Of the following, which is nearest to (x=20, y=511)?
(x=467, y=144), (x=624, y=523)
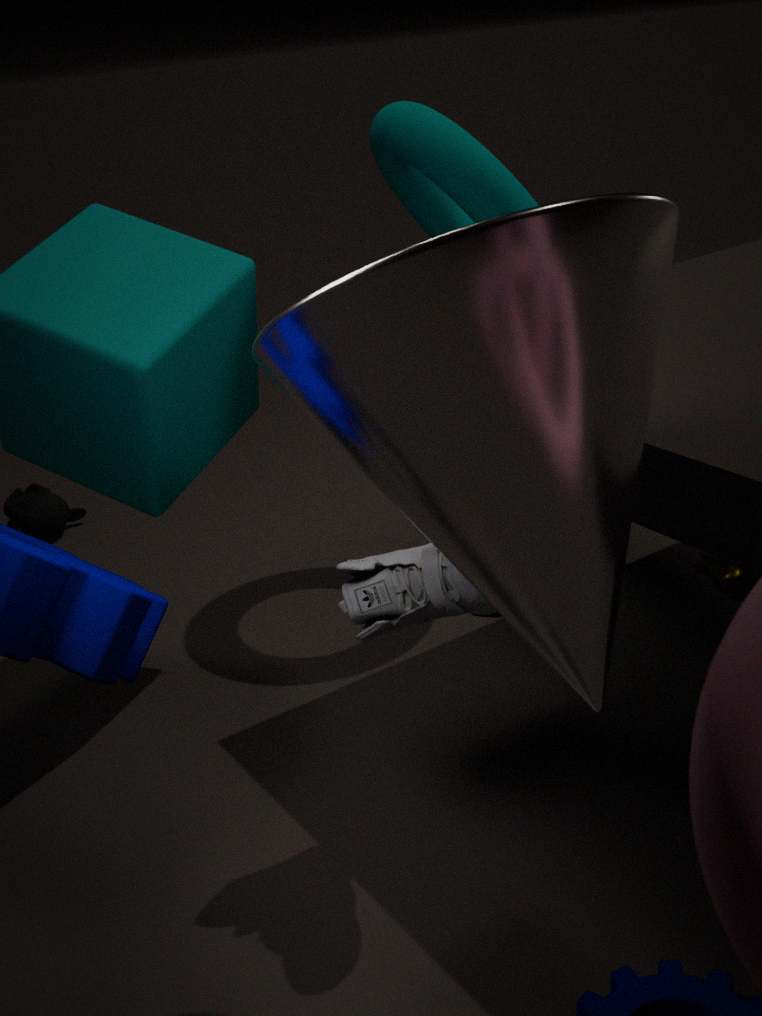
(x=467, y=144)
